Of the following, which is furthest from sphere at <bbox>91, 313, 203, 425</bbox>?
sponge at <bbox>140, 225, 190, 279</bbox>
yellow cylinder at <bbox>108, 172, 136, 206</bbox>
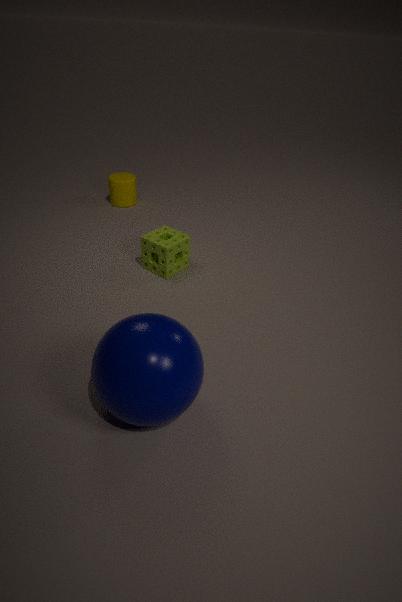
yellow cylinder at <bbox>108, 172, 136, 206</bbox>
